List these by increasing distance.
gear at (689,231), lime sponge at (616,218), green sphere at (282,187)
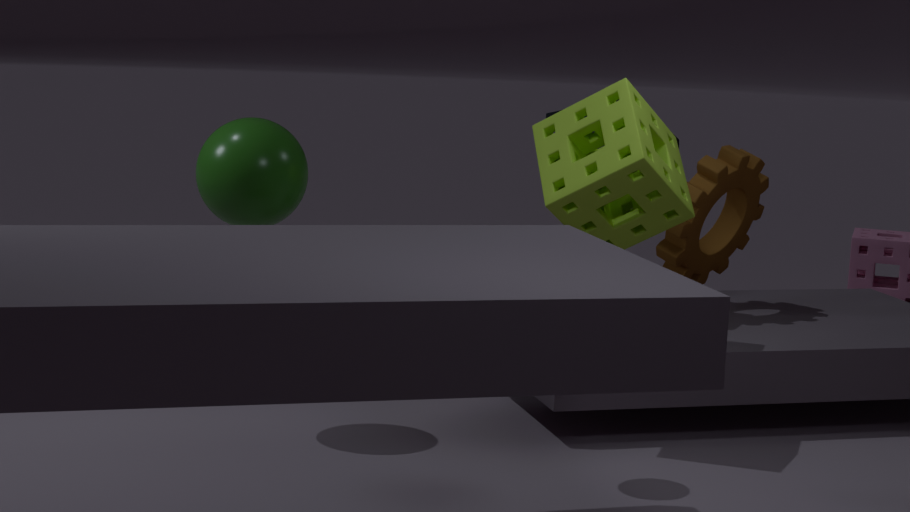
green sphere at (282,187) → lime sponge at (616,218) → gear at (689,231)
